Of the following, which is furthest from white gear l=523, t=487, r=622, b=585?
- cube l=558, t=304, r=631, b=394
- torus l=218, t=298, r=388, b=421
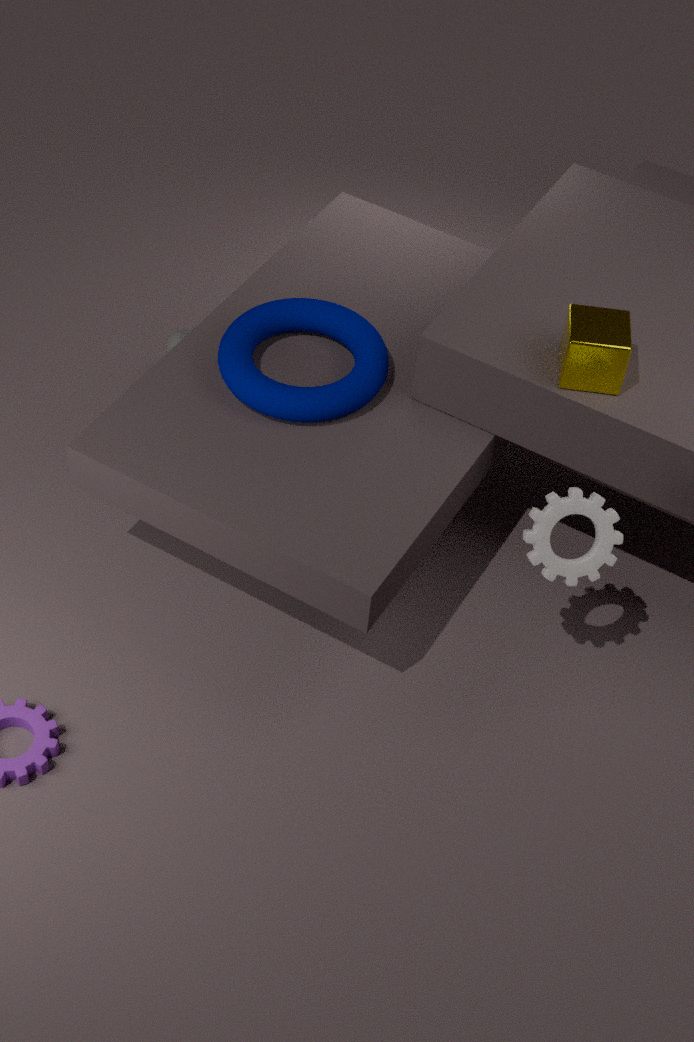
torus l=218, t=298, r=388, b=421
